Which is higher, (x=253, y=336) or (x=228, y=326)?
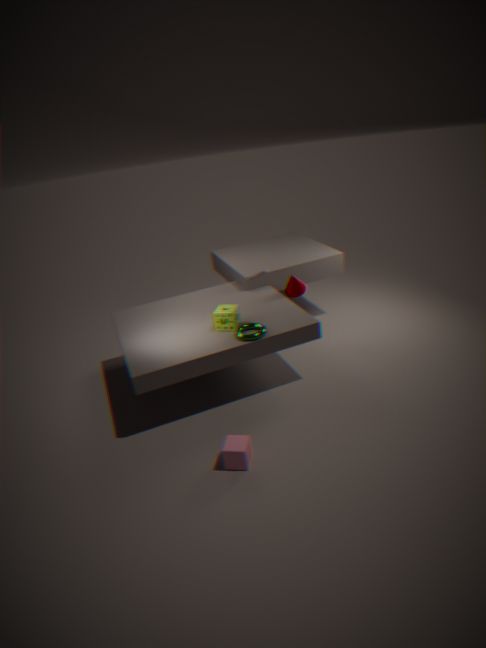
(x=228, y=326)
